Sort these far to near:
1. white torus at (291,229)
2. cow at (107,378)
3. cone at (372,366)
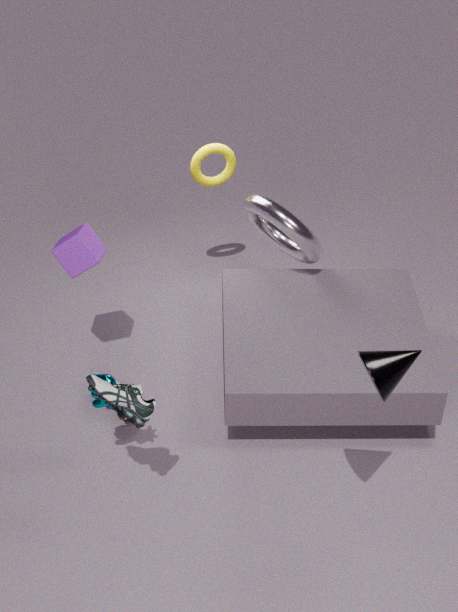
white torus at (291,229)
cow at (107,378)
cone at (372,366)
